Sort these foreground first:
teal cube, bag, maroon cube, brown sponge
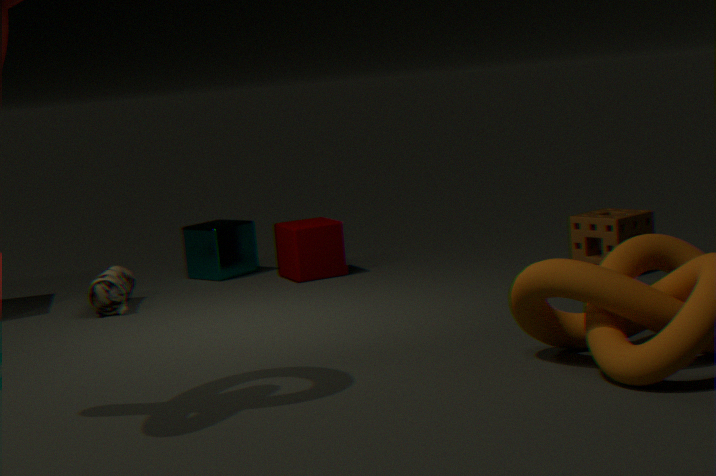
1. brown sponge
2. bag
3. maroon cube
4. teal cube
